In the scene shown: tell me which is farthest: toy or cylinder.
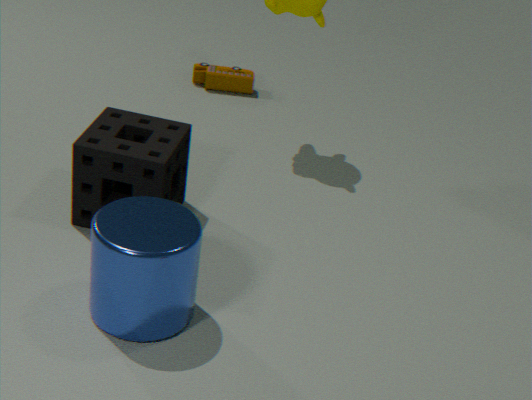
toy
